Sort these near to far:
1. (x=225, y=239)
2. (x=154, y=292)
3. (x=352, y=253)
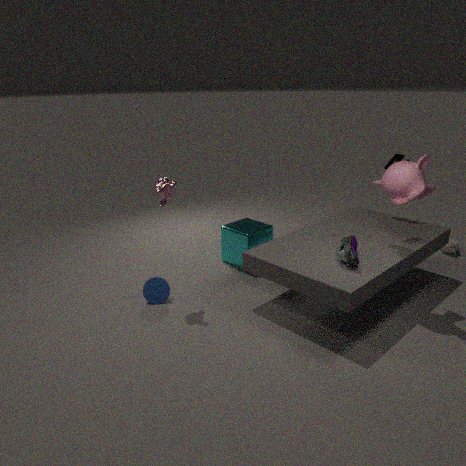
(x=352, y=253), (x=154, y=292), (x=225, y=239)
